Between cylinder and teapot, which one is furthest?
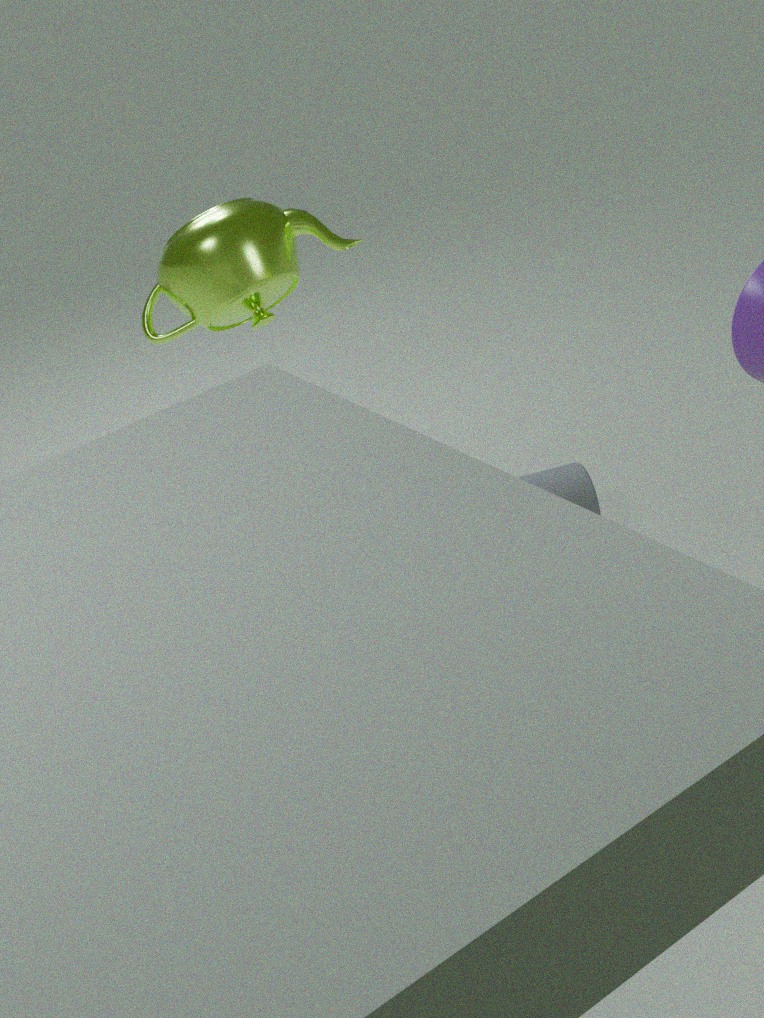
cylinder
